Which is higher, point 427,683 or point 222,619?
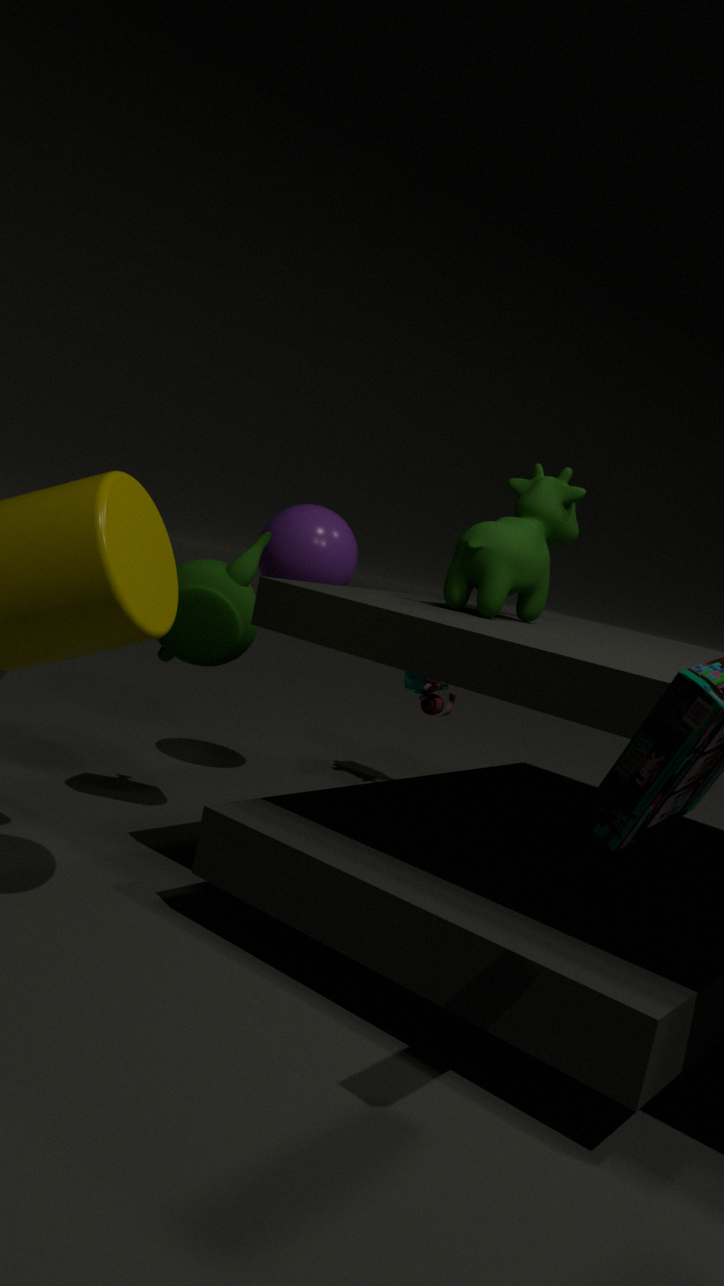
point 222,619
